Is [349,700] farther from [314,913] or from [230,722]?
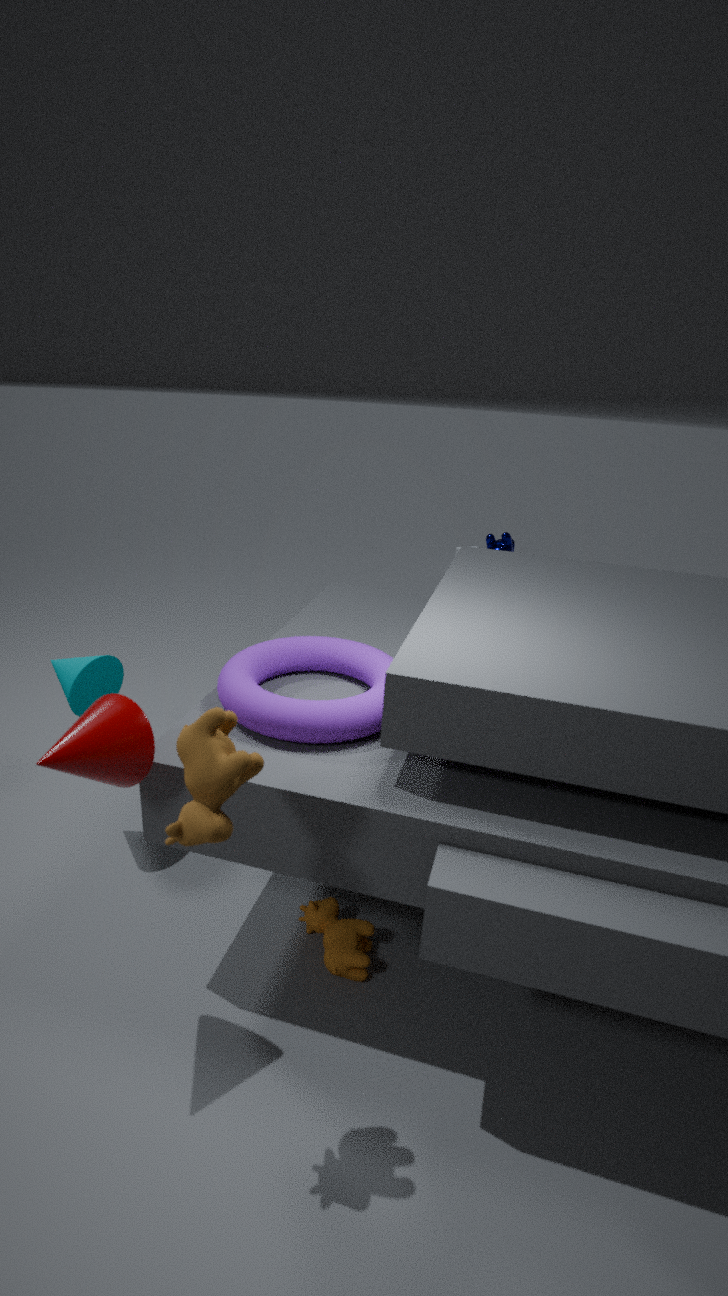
[314,913]
